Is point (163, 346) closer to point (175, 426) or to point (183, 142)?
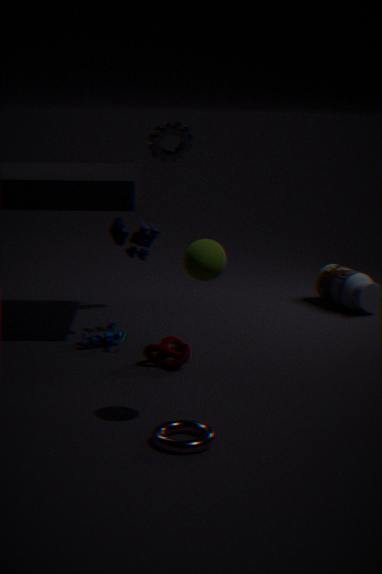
point (175, 426)
